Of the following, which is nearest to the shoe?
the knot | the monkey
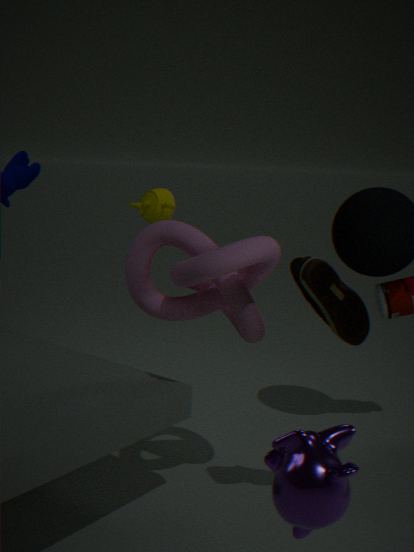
the knot
